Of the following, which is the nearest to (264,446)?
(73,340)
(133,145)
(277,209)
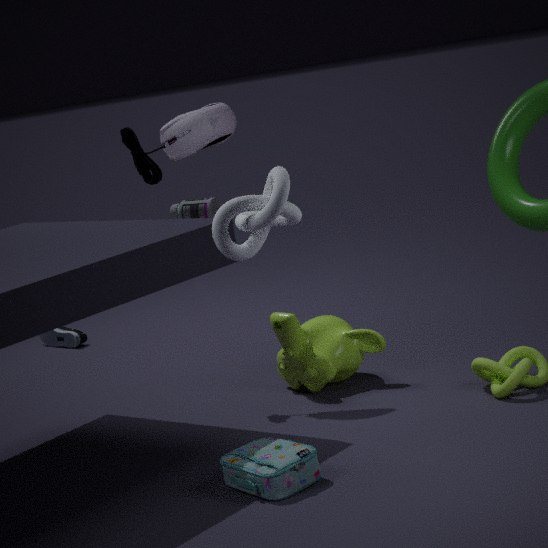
(277,209)
